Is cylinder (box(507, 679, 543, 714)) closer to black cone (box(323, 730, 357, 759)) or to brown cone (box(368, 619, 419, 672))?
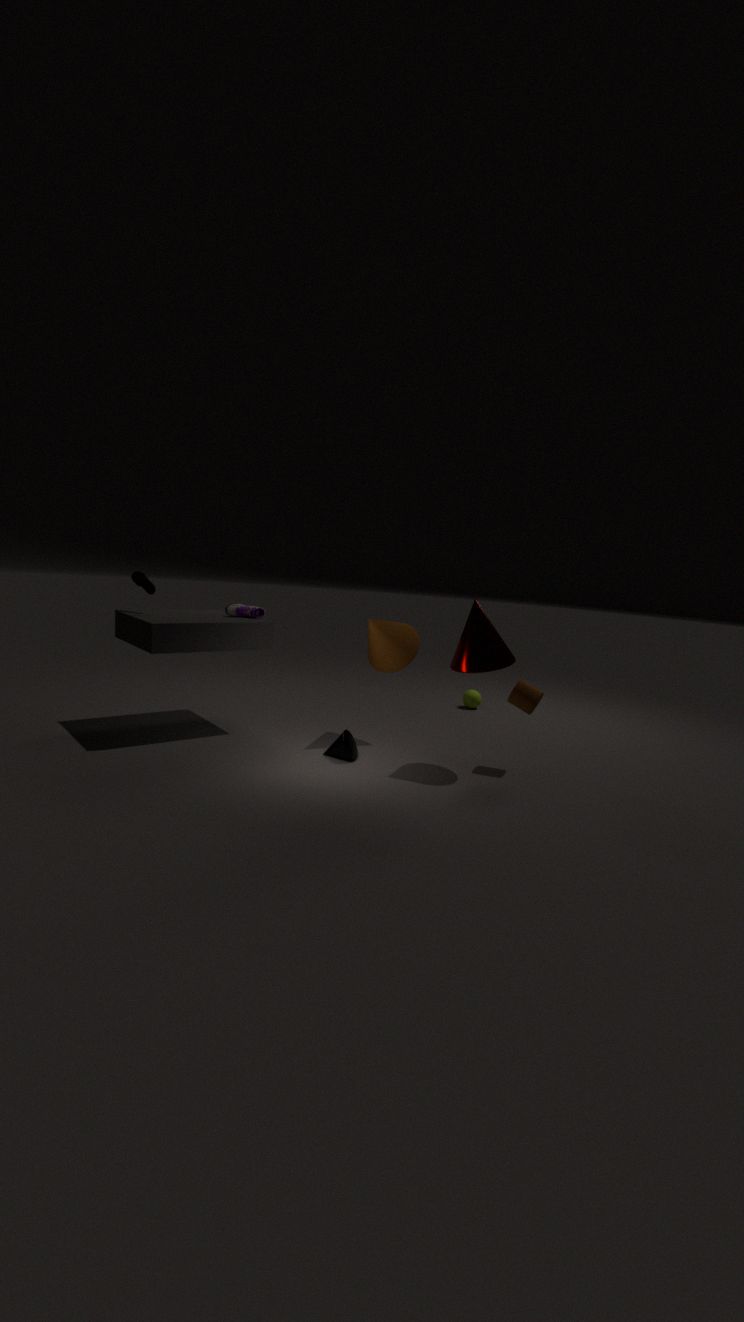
brown cone (box(368, 619, 419, 672))
